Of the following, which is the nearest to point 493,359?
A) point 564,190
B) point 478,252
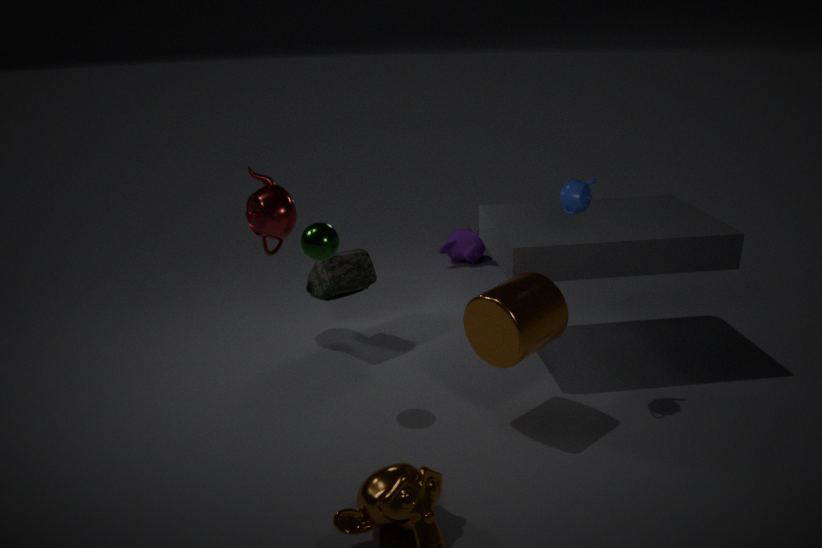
point 564,190
